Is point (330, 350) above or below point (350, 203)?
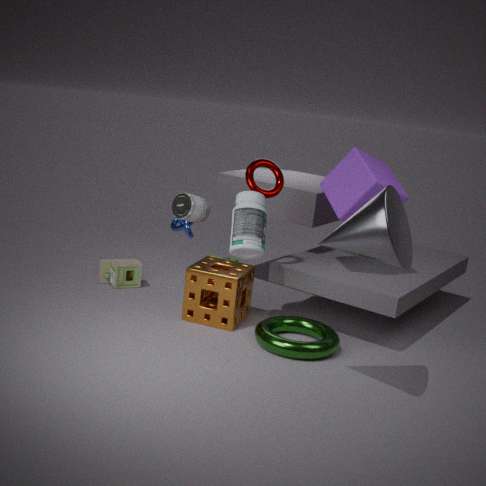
below
